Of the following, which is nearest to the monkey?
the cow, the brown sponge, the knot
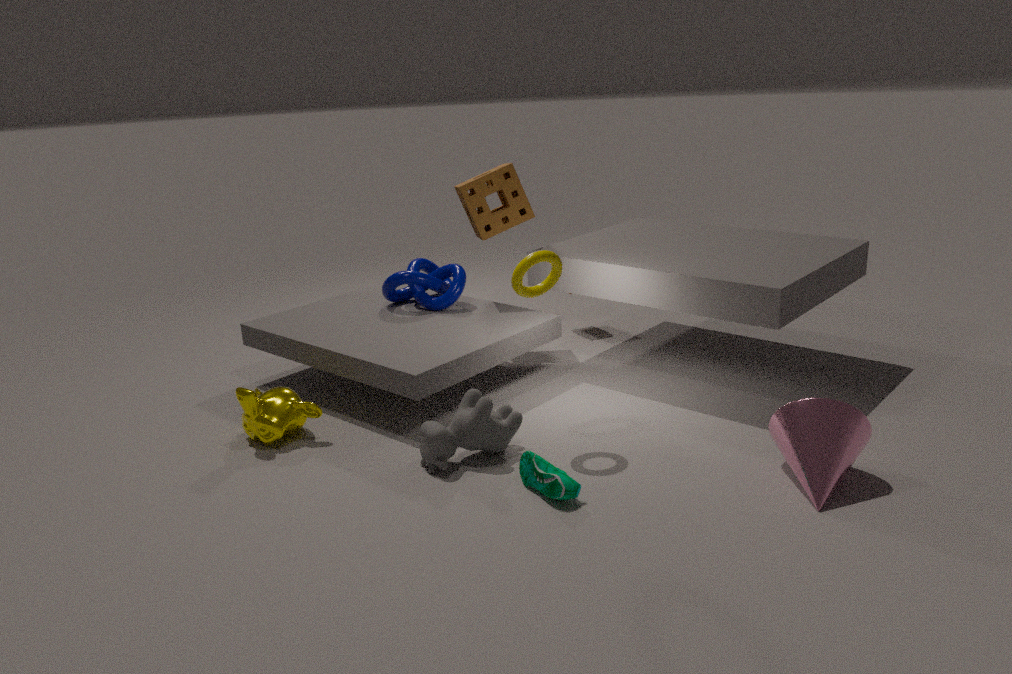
the cow
